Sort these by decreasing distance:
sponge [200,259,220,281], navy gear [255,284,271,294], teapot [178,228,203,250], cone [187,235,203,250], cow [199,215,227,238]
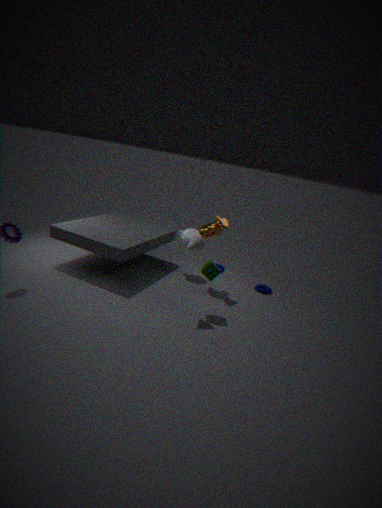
navy gear [255,284,271,294], teapot [178,228,203,250], cow [199,215,227,238], sponge [200,259,220,281], cone [187,235,203,250]
